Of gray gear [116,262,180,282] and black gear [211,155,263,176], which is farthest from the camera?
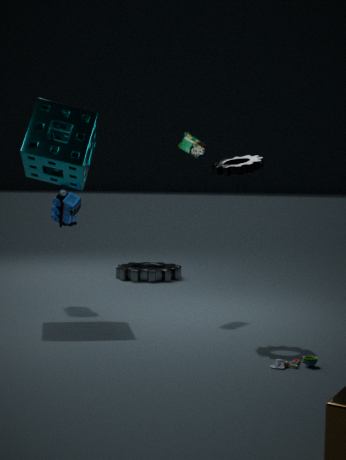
gray gear [116,262,180,282]
